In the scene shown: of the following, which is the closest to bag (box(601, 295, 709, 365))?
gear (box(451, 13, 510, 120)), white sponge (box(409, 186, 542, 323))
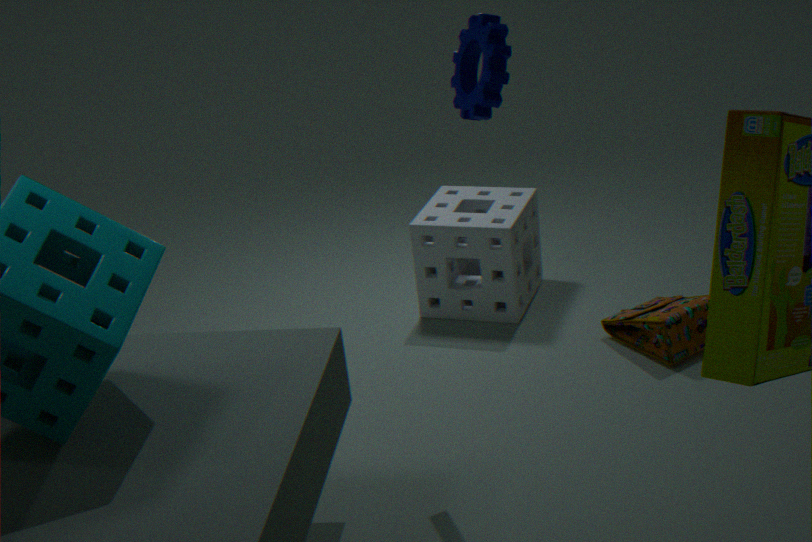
white sponge (box(409, 186, 542, 323))
